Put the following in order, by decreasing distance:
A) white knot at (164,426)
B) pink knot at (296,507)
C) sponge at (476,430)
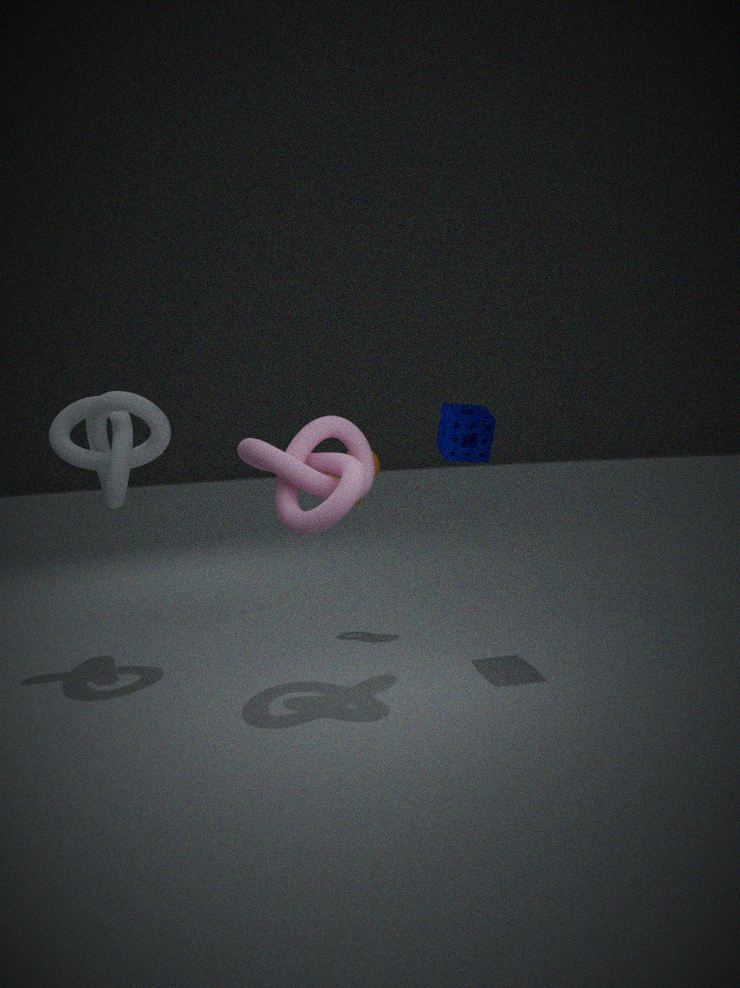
white knot at (164,426), sponge at (476,430), pink knot at (296,507)
